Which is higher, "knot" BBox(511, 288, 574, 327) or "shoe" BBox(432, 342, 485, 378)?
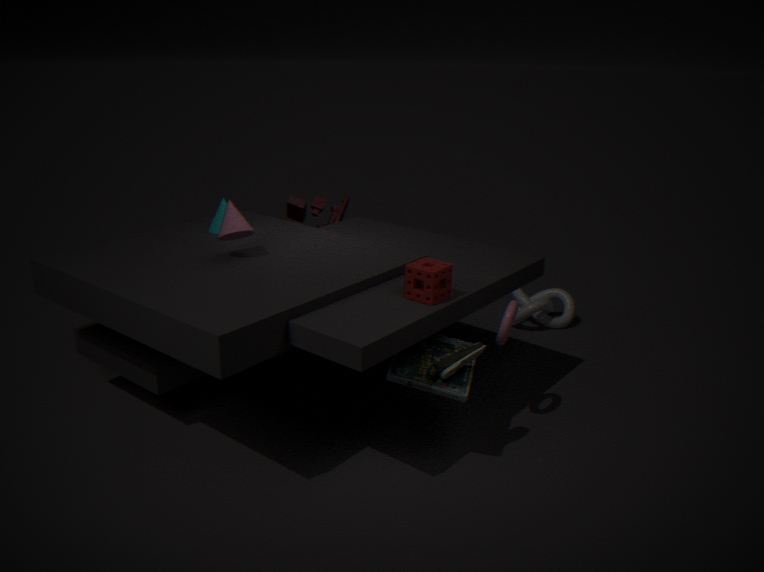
"shoe" BBox(432, 342, 485, 378)
